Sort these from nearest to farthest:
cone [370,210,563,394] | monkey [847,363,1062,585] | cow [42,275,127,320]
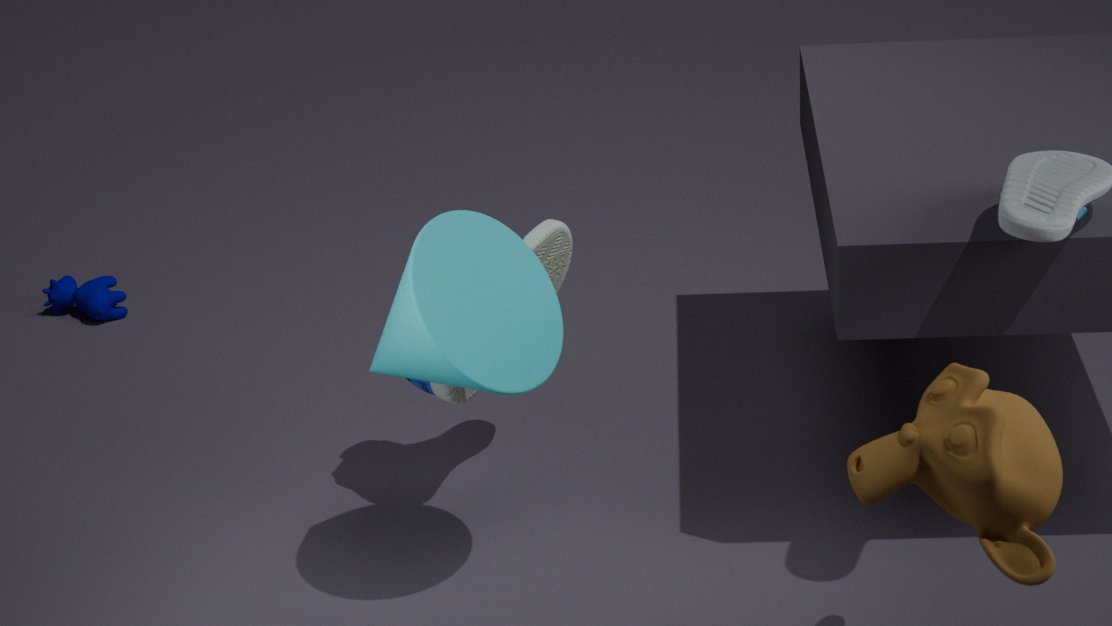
monkey [847,363,1062,585]
cone [370,210,563,394]
cow [42,275,127,320]
